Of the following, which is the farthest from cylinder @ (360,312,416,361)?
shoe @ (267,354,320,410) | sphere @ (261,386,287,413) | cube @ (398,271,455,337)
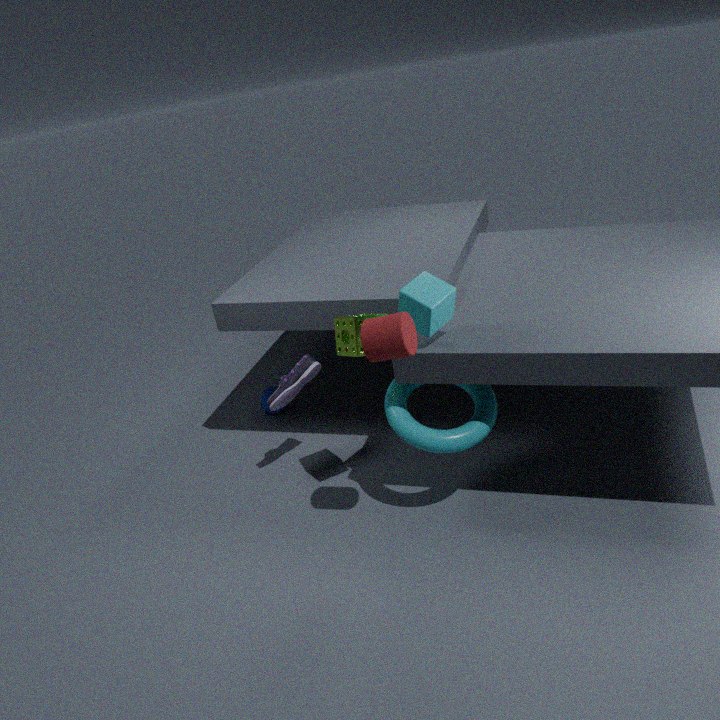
sphere @ (261,386,287,413)
